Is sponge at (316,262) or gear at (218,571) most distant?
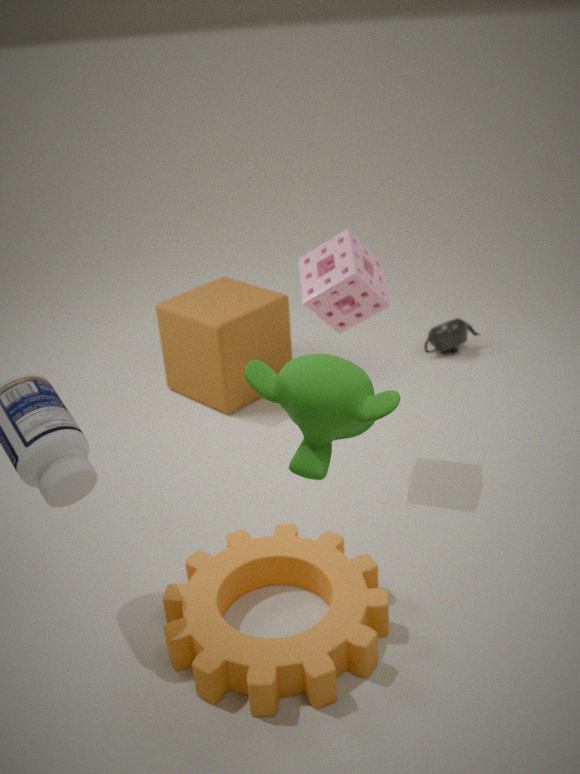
sponge at (316,262)
